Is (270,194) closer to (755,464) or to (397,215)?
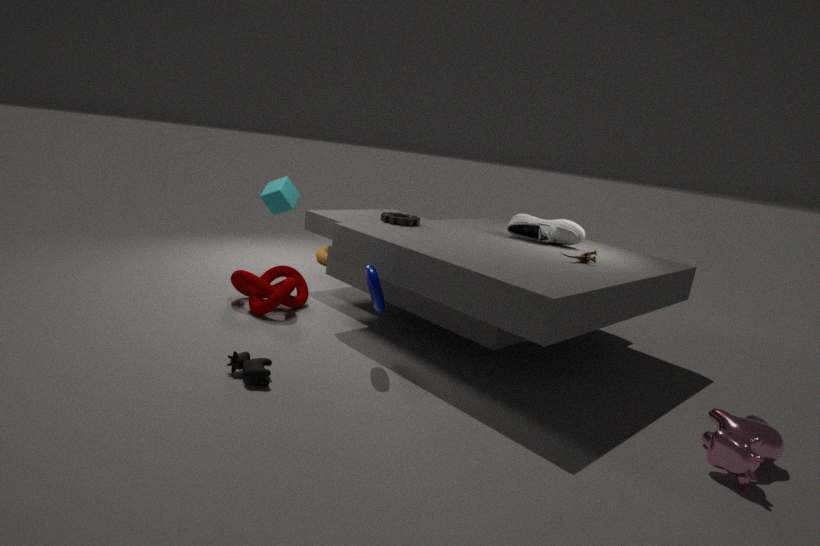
(397,215)
